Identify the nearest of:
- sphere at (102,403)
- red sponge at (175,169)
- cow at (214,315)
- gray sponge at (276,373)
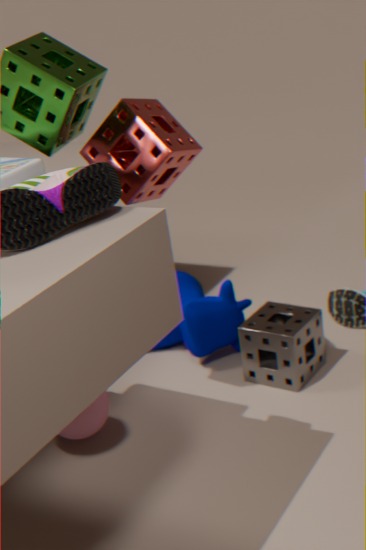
red sponge at (175,169)
